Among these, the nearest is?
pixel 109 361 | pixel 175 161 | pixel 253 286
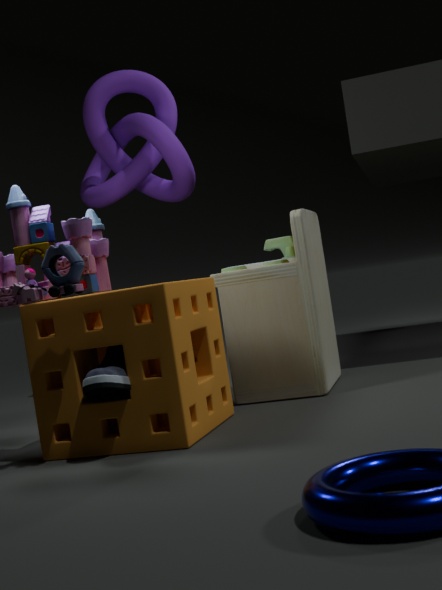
pixel 109 361
